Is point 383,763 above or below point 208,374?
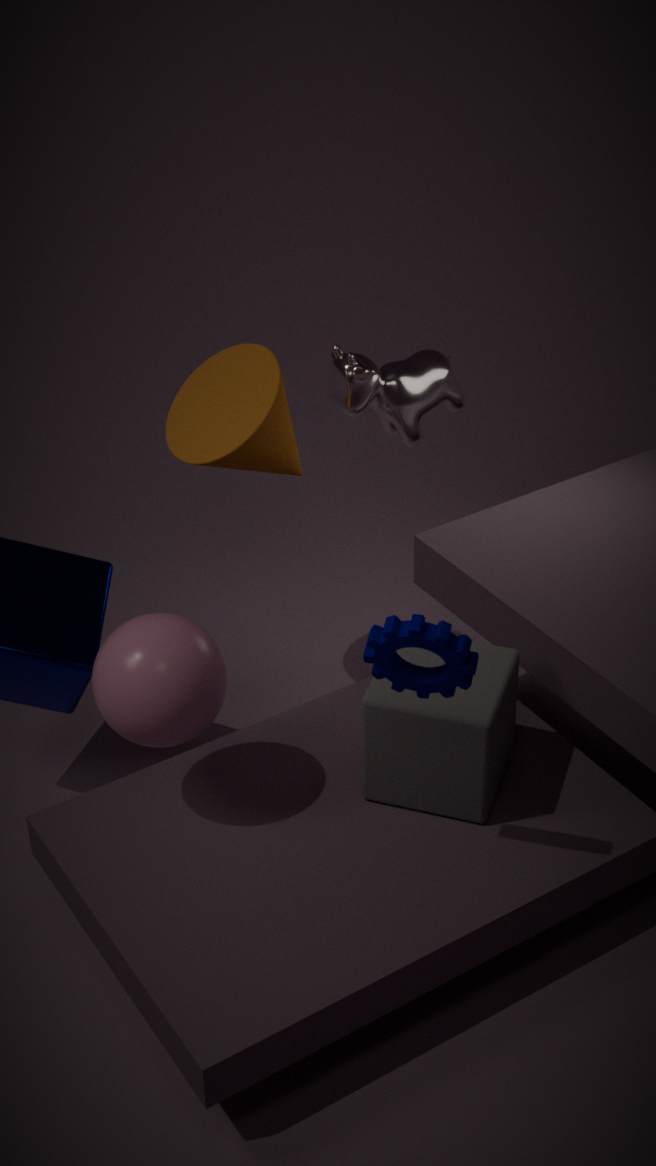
below
